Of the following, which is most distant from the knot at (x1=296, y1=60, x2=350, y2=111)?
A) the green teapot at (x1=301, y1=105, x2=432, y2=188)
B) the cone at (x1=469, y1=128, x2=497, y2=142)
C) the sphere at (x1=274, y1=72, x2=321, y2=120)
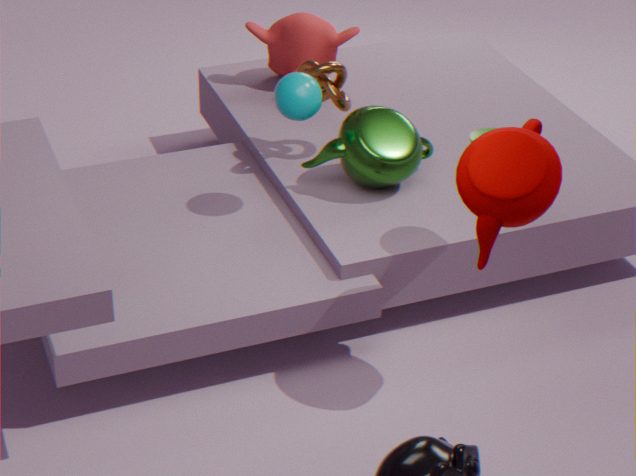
the cone at (x1=469, y1=128, x2=497, y2=142)
